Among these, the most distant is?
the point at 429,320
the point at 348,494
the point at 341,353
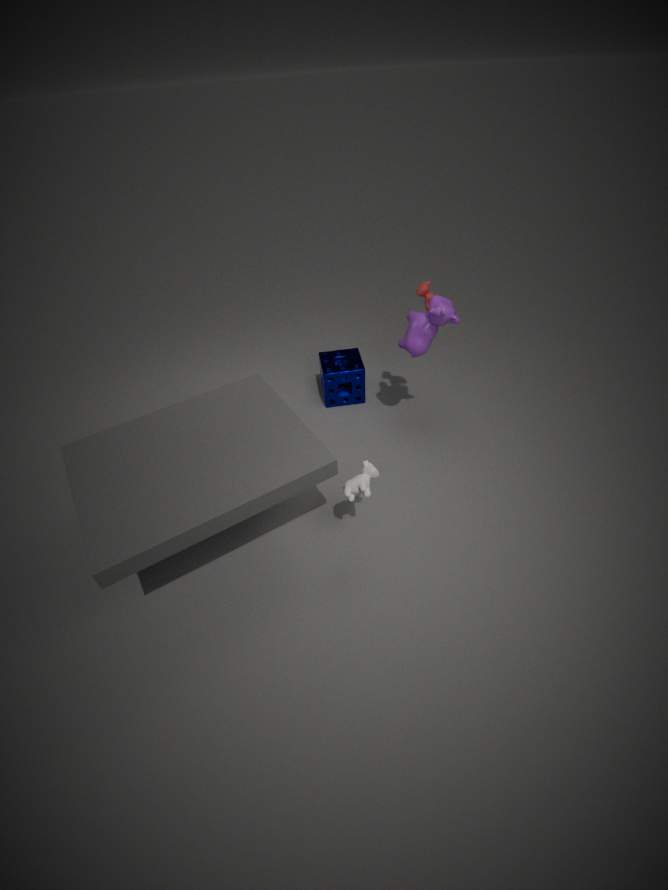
the point at 341,353
